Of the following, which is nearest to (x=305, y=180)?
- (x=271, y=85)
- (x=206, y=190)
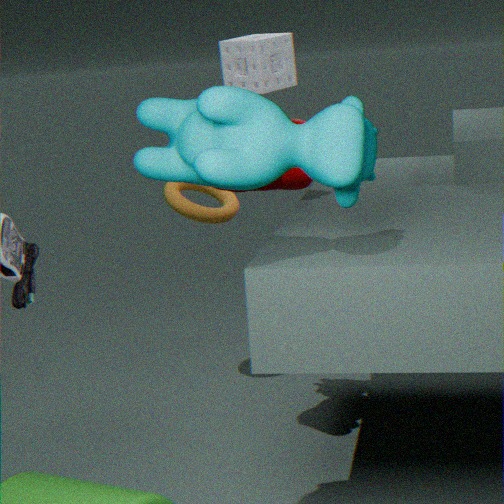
(x=206, y=190)
